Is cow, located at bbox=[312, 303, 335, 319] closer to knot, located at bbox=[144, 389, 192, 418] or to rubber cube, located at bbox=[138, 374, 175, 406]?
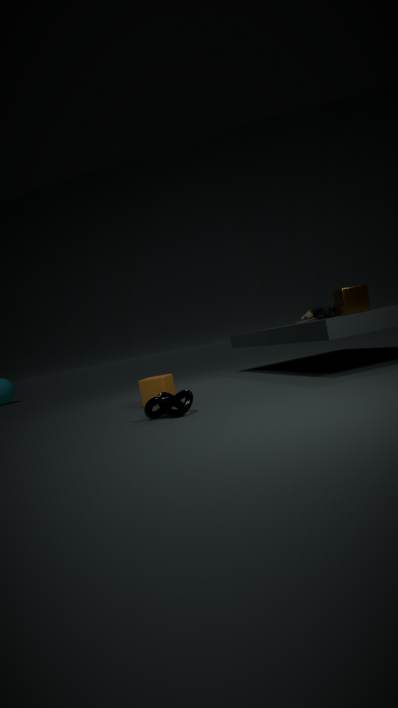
rubber cube, located at bbox=[138, 374, 175, 406]
